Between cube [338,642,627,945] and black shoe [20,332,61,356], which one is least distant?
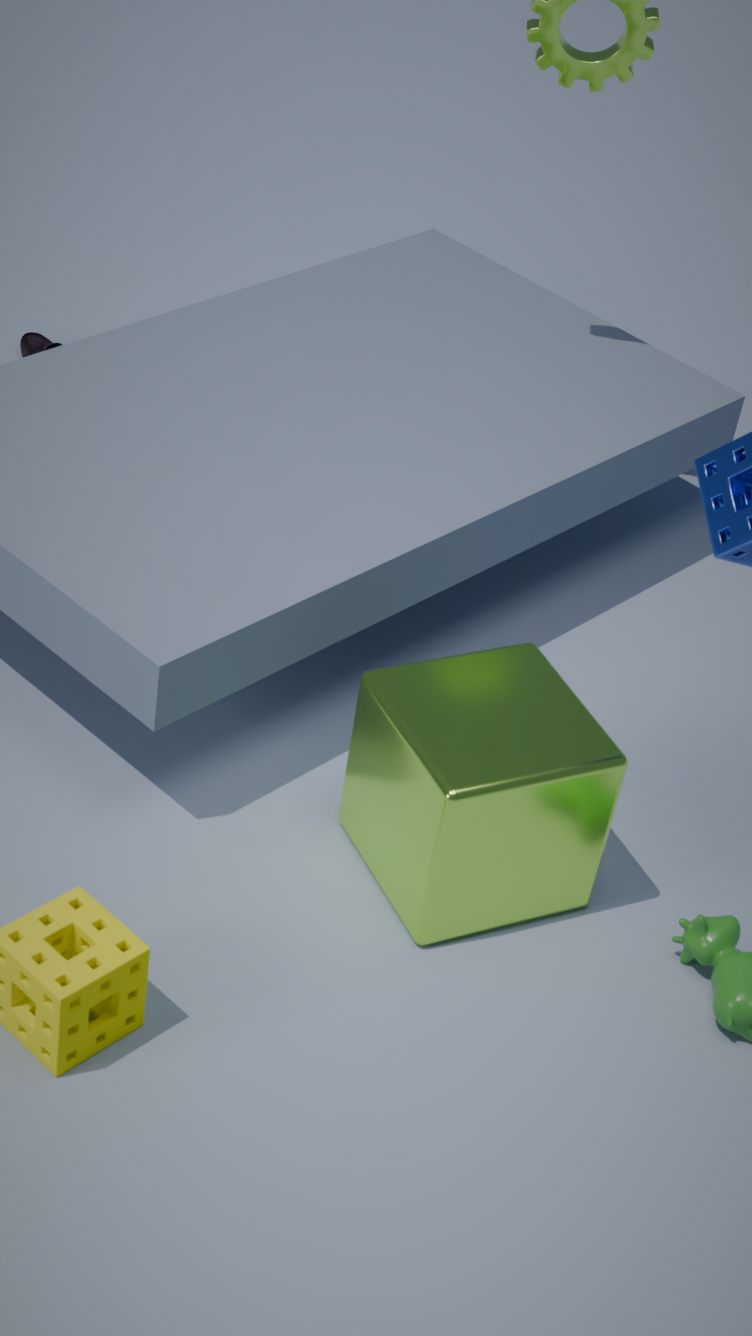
cube [338,642,627,945]
